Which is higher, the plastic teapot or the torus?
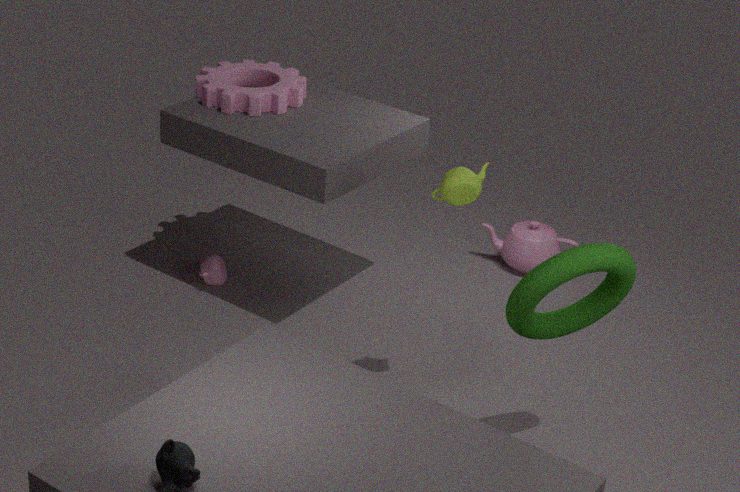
the torus
